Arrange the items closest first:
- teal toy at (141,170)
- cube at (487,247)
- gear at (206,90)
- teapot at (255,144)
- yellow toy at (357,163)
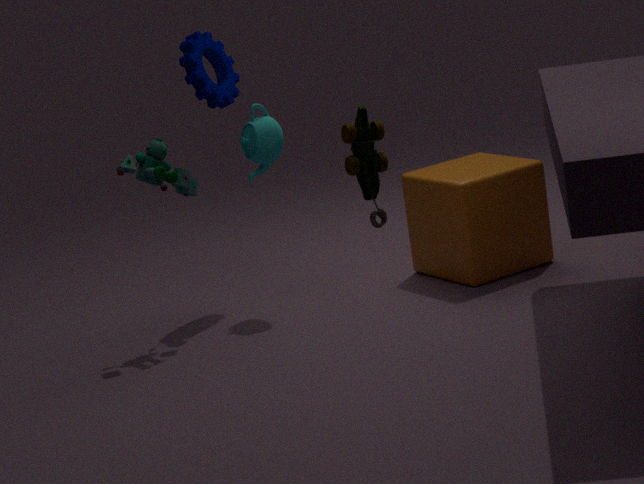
1. yellow toy at (357,163)
2. teal toy at (141,170)
3. cube at (487,247)
4. teapot at (255,144)
5. gear at (206,90)
